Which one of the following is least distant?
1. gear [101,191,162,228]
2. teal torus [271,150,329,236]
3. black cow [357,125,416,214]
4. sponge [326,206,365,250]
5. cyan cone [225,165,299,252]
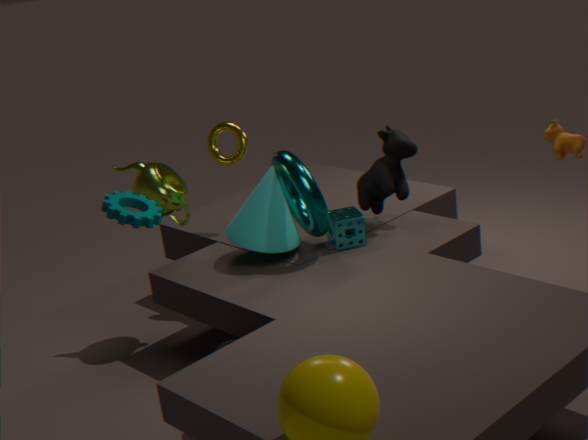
gear [101,191,162,228]
